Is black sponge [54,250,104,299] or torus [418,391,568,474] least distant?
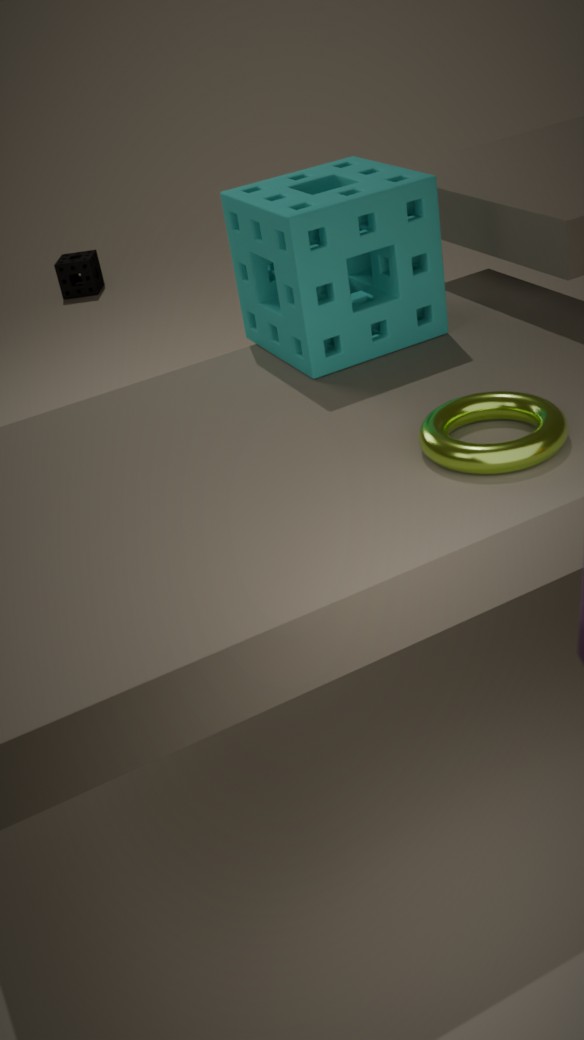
torus [418,391,568,474]
